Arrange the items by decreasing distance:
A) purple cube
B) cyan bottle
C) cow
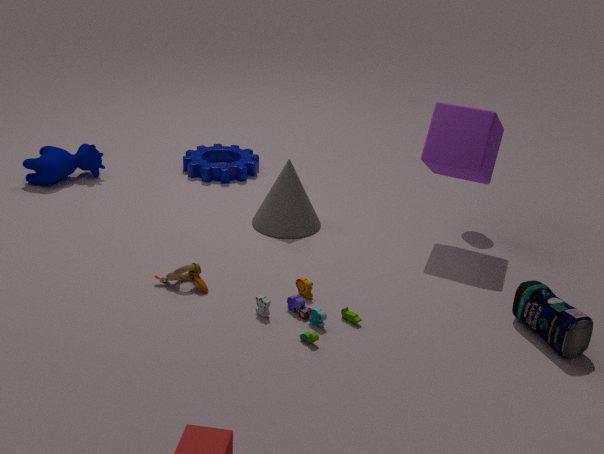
cow < purple cube < cyan bottle
